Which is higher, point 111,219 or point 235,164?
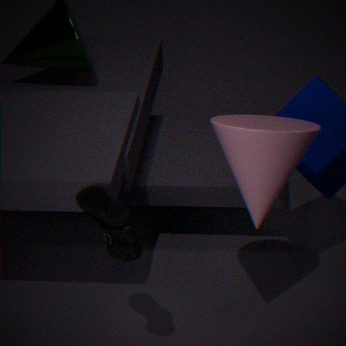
point 235,164
